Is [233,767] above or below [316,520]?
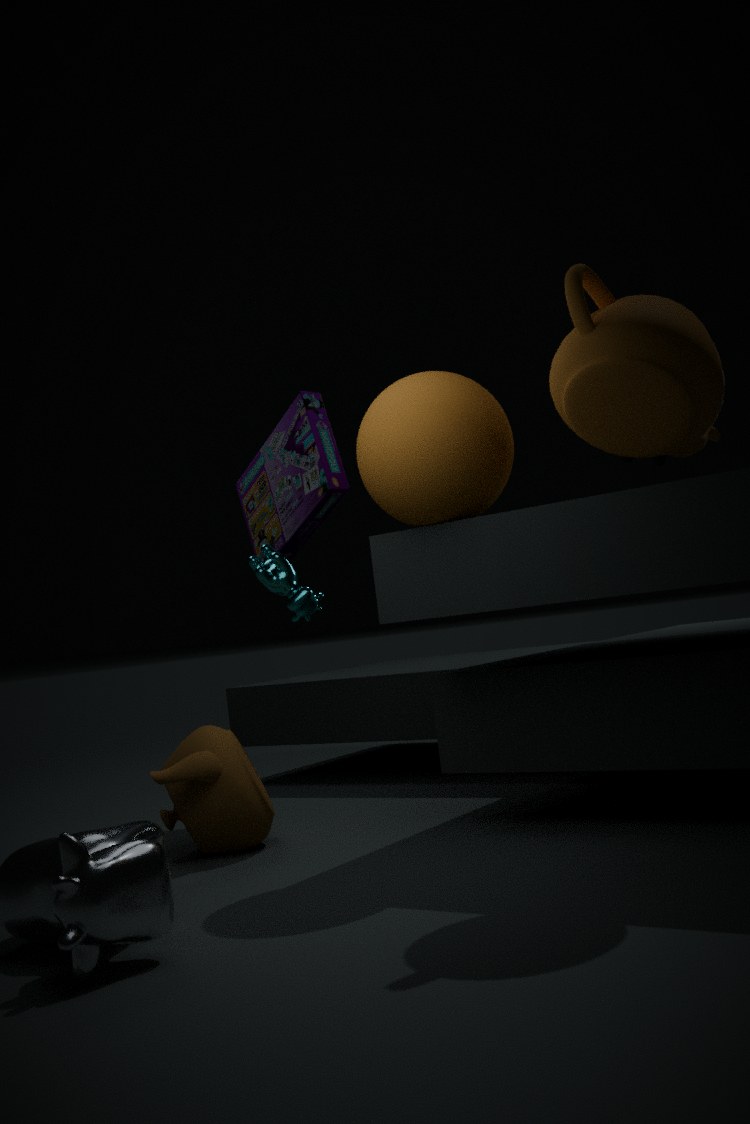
below
